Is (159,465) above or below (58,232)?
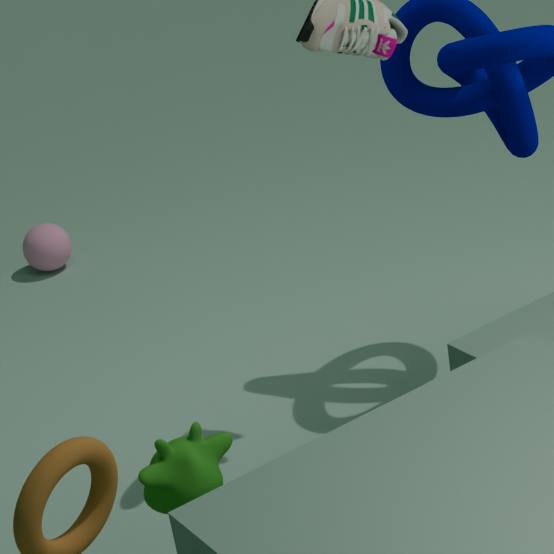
above
